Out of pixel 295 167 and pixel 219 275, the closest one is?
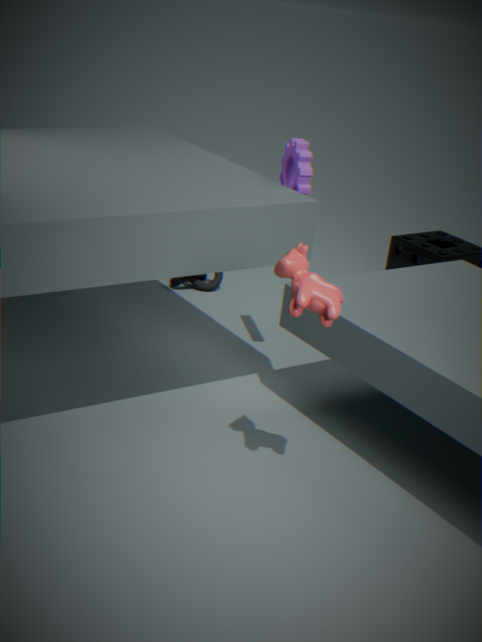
pixel 295 167
